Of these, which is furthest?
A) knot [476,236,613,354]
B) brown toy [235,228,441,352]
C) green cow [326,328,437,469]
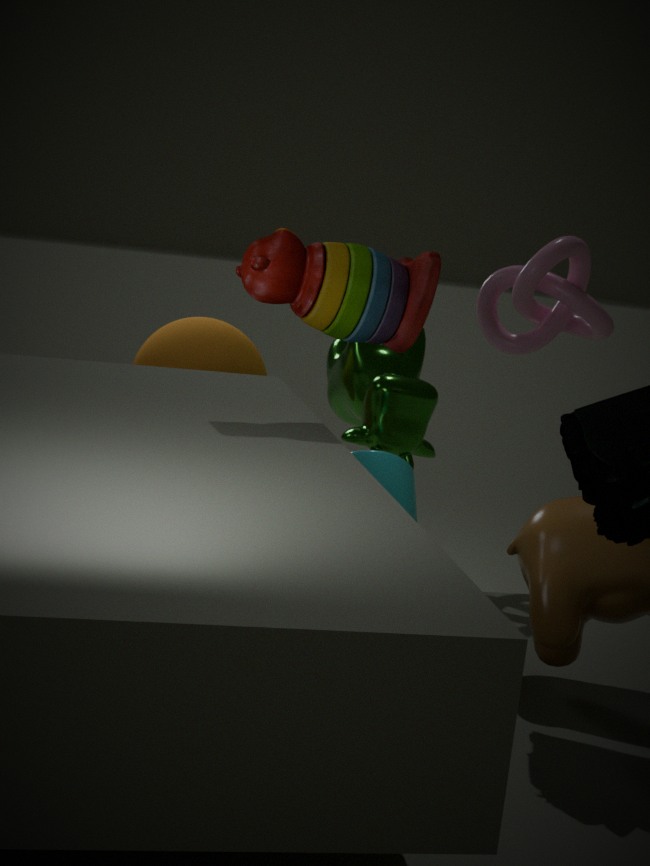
green cow [326,328,437,469]
